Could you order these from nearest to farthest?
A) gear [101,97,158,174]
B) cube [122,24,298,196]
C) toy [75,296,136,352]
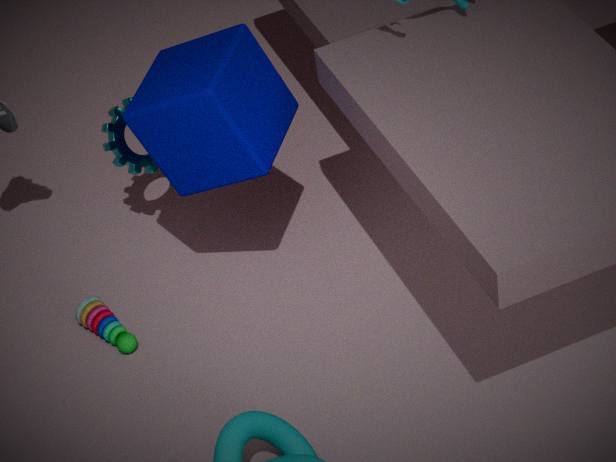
cube [122,24,298,196]
toy [75,296,136,352]
gear [101,97,158,174]
